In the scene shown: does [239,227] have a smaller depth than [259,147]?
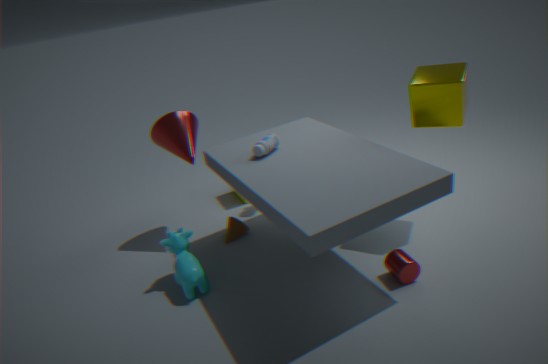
No
